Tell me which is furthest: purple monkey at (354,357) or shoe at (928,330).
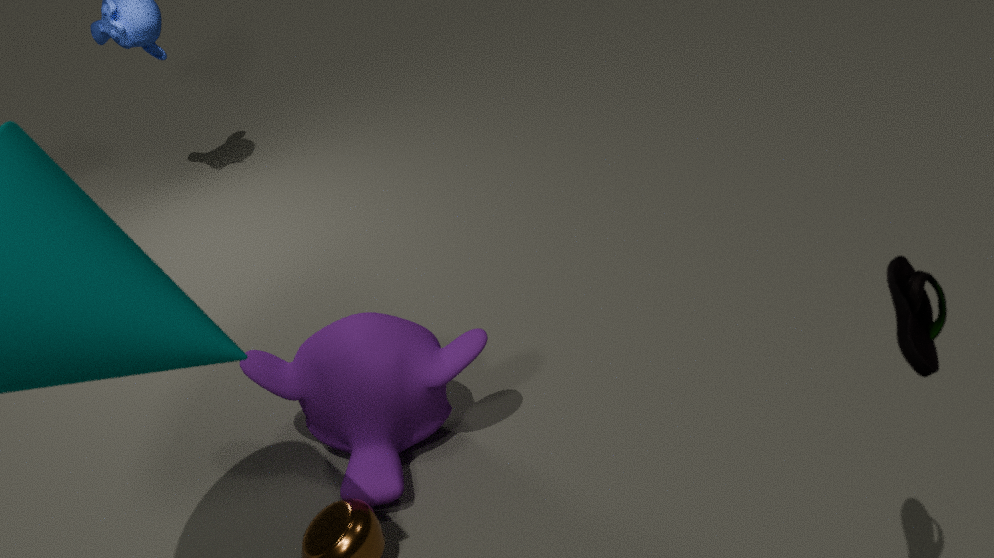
purple monkey at (354,357)
